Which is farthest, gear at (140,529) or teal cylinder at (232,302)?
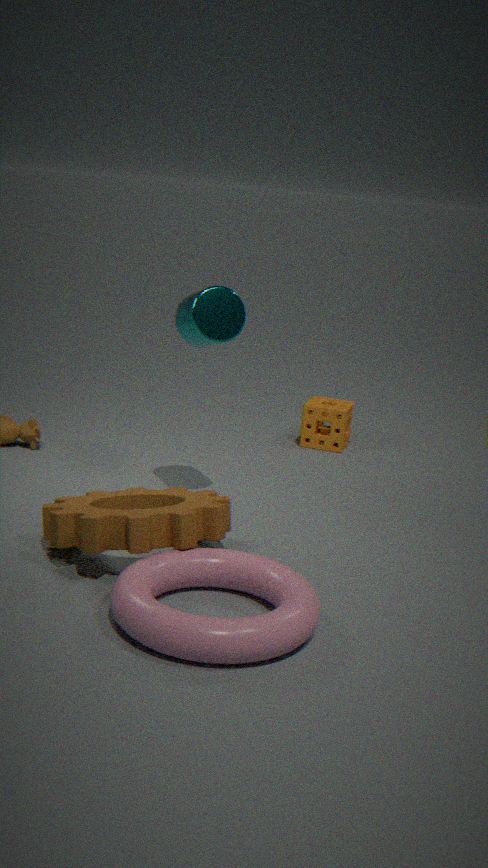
teal cylinder at (232,302)
